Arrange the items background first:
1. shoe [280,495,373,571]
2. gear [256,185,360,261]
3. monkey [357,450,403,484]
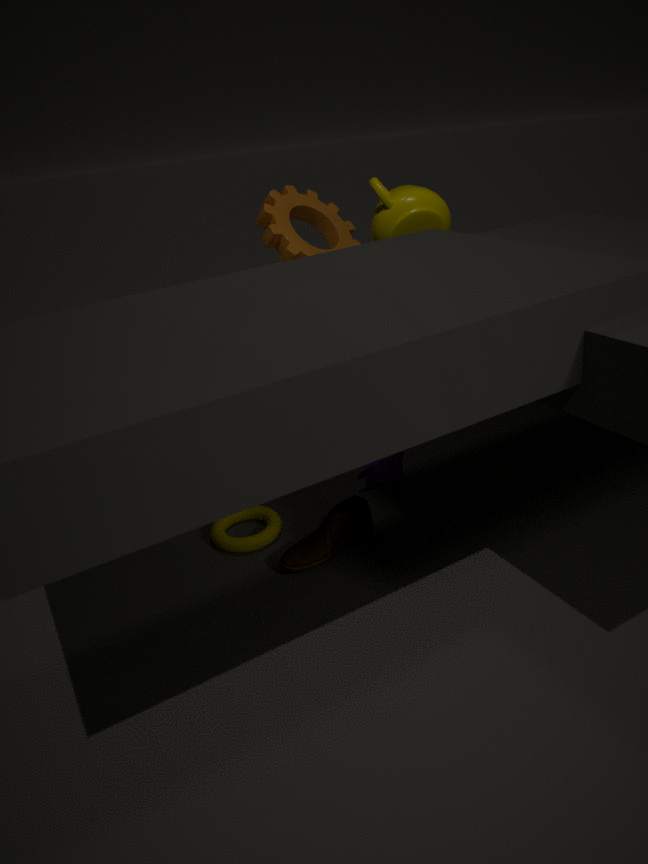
gear [256,185,360,261] → monkey [357,450,403,484] → shoe [280,495,373,571]
